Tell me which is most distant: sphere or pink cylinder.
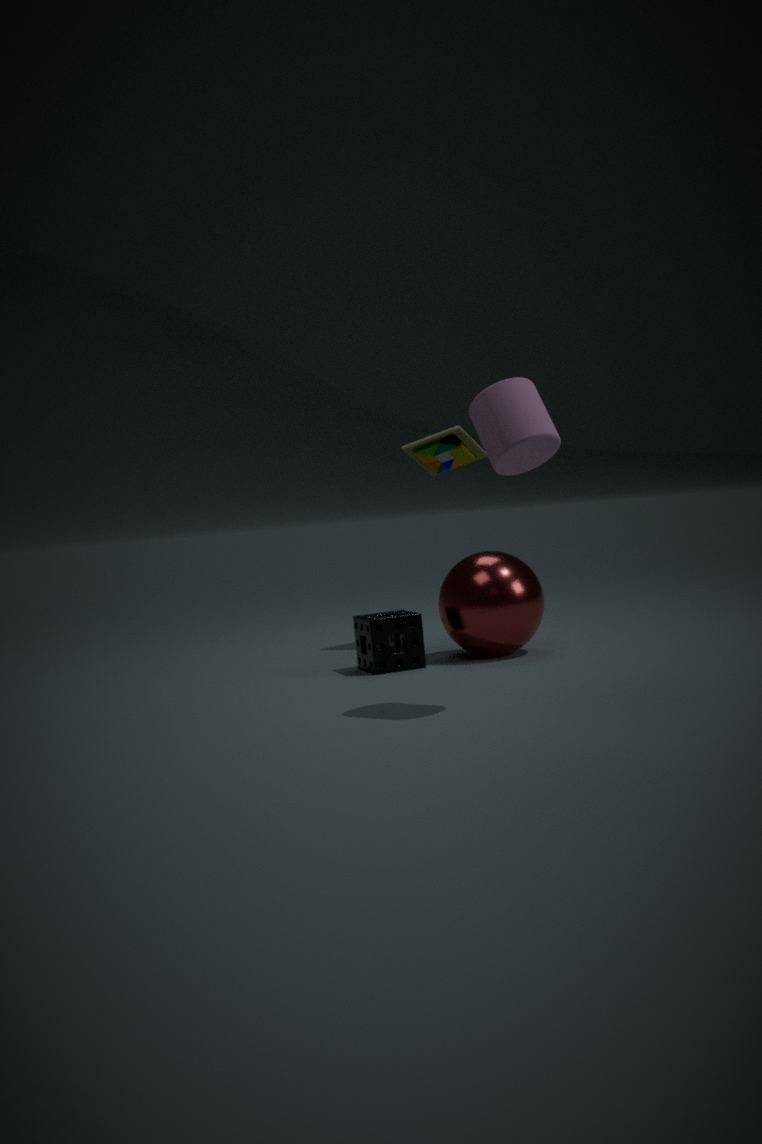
sphere
